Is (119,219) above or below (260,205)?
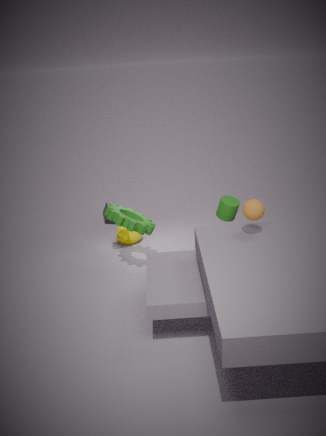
below
